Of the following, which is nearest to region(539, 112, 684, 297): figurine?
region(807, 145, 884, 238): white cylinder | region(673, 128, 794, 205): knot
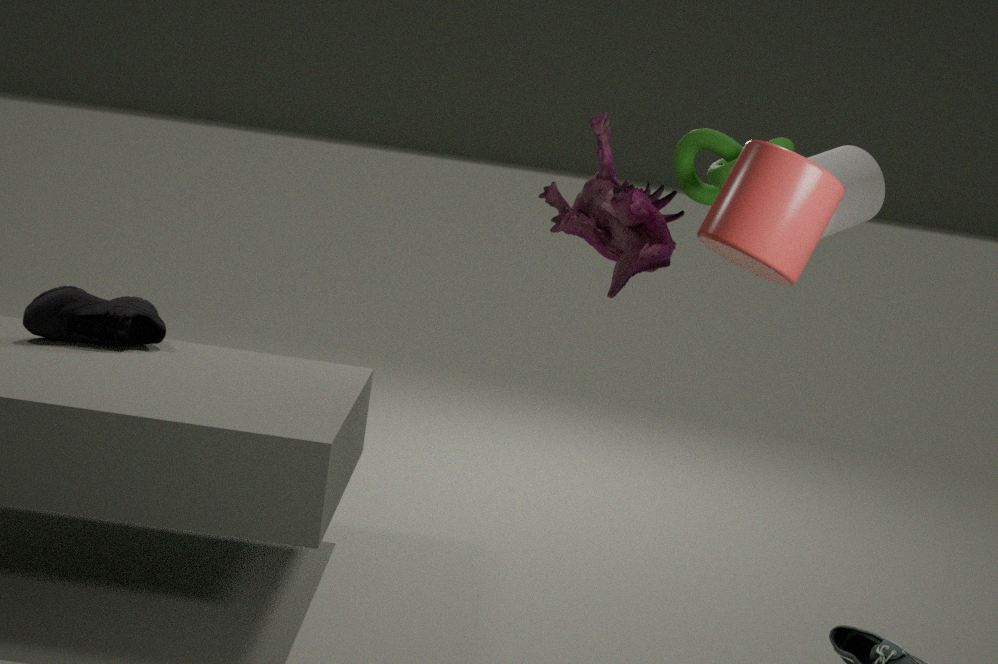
region(673, 128, 794, 205): knot
